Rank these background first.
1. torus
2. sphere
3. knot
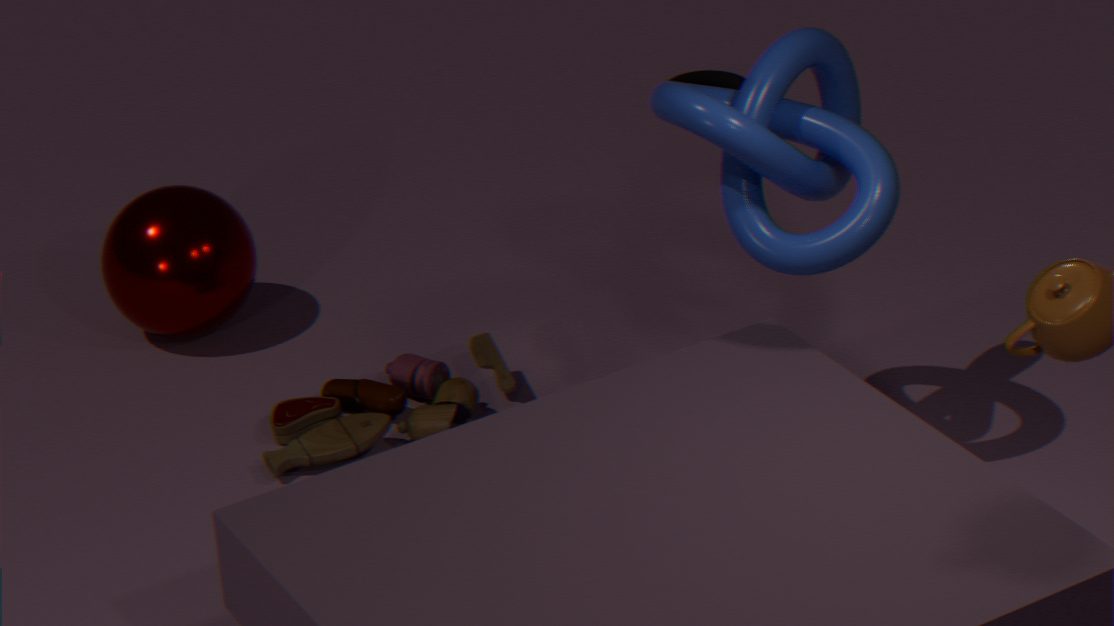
torus, sphere, knot
